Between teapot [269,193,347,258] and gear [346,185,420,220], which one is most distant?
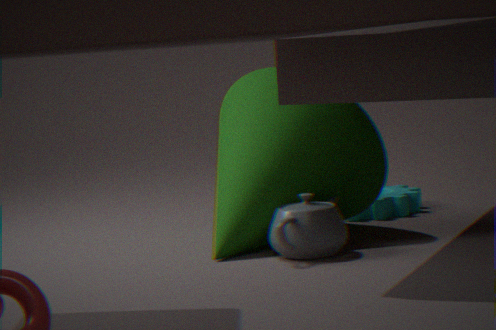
gear [346,185,420,220]
